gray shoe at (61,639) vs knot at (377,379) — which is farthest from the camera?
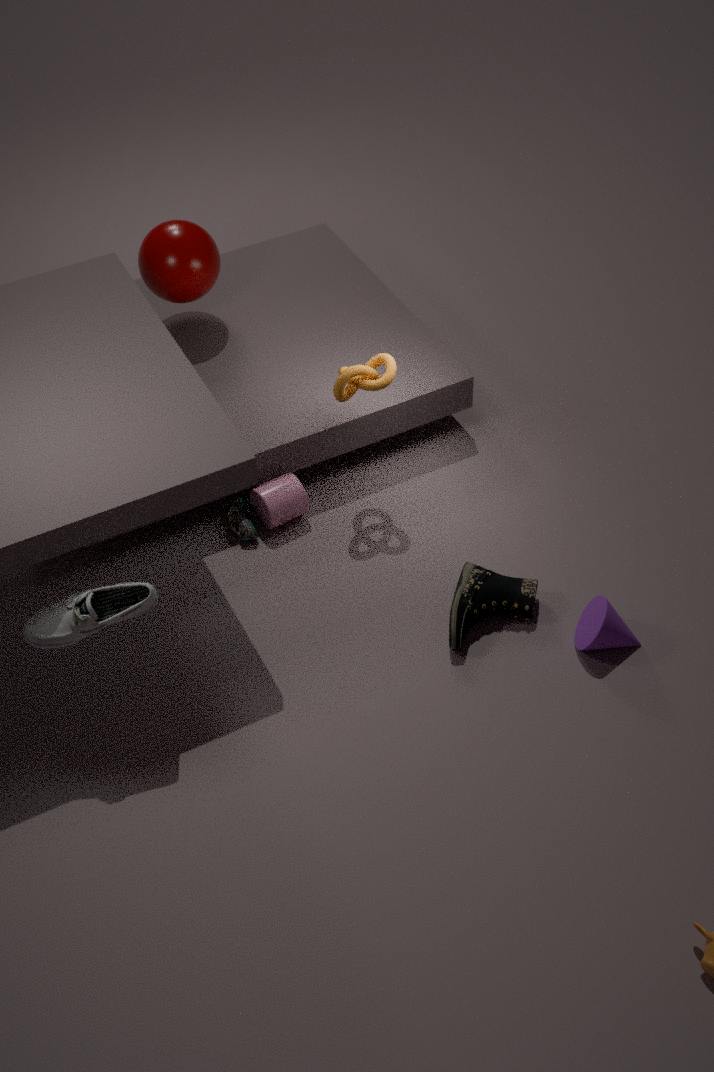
knot at (377,379)
